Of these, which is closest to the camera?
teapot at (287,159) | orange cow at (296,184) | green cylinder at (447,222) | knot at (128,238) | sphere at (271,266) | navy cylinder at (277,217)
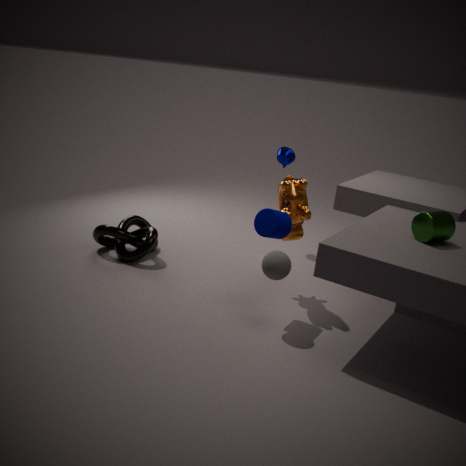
green cylinder at (447,222)
